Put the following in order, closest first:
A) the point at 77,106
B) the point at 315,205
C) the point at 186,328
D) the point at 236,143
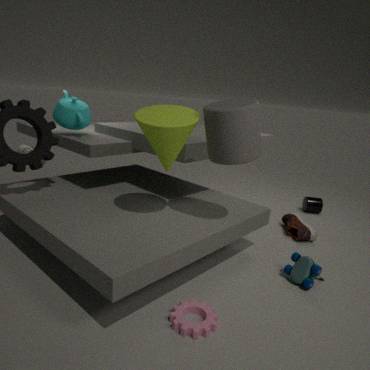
the point at 186,328 → the point at 236,143 → the point at 77,106 → the point at 315,205
